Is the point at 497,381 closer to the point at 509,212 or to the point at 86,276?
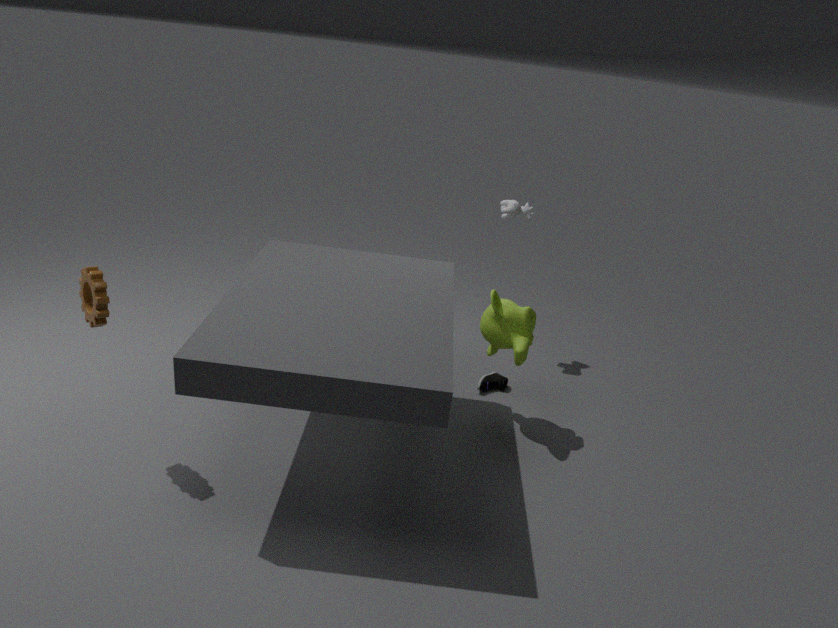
the point at 509,212
